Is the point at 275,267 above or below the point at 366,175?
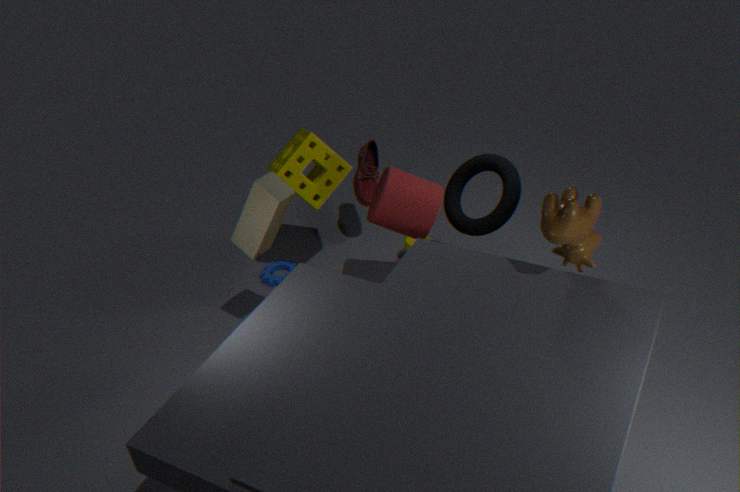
below
